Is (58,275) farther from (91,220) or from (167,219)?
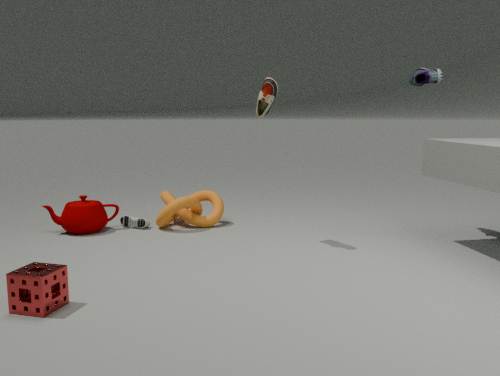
(167,219)
